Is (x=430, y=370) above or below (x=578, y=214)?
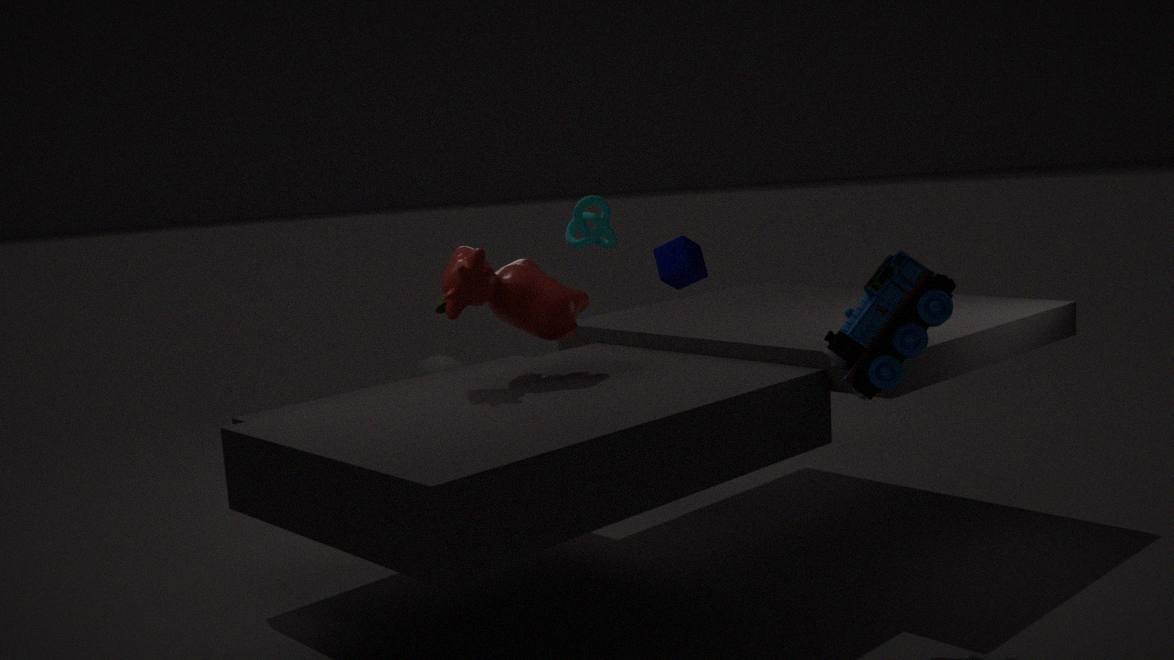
below
